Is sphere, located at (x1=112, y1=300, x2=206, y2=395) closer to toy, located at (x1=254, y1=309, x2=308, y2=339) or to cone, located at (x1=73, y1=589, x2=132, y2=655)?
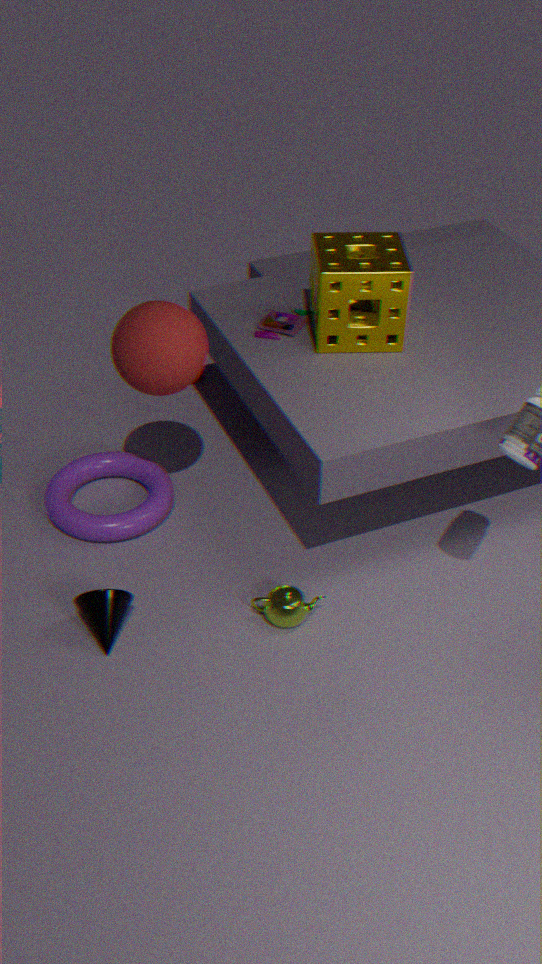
toy, located at (x1=254, y1=309, x2=308, y2=339)
